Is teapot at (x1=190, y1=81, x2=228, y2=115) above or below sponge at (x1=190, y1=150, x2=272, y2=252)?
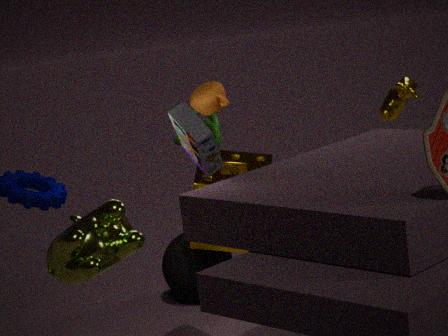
above
